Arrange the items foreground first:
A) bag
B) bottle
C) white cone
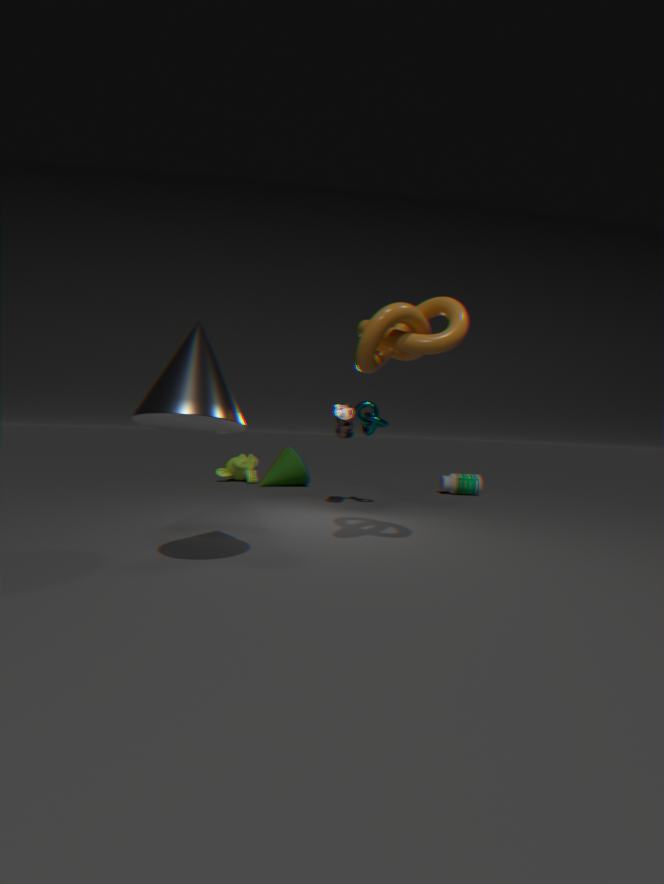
white cone → bag → bottle
